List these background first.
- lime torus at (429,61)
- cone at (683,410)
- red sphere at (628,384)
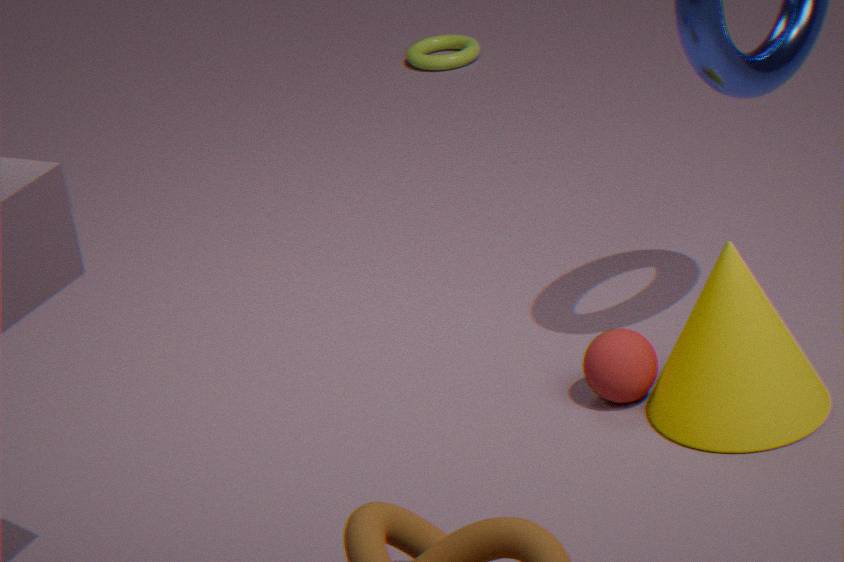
Answer: lime torus at (429,61) → red sphere at (628,384) → cone at (683,410)
